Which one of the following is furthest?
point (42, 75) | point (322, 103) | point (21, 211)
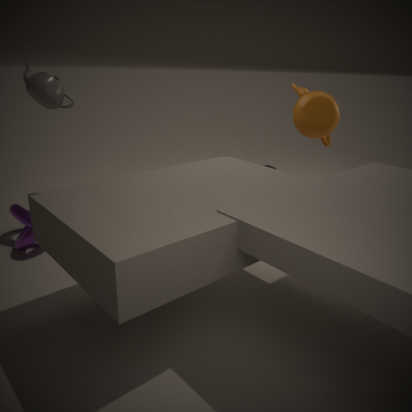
point (322, 103)
